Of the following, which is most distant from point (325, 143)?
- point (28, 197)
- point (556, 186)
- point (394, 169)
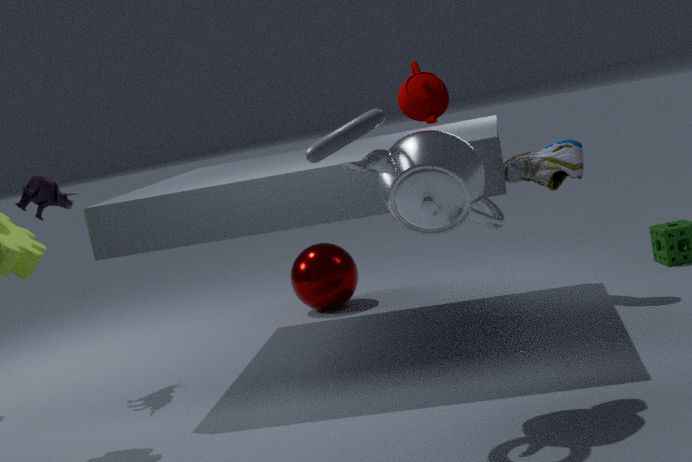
point (28, 197)
